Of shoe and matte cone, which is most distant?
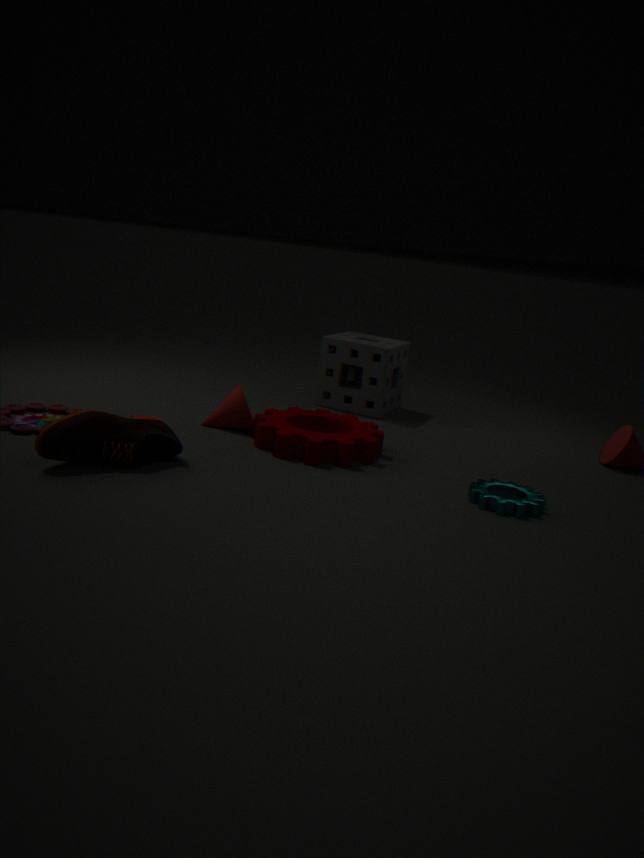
matte cone
